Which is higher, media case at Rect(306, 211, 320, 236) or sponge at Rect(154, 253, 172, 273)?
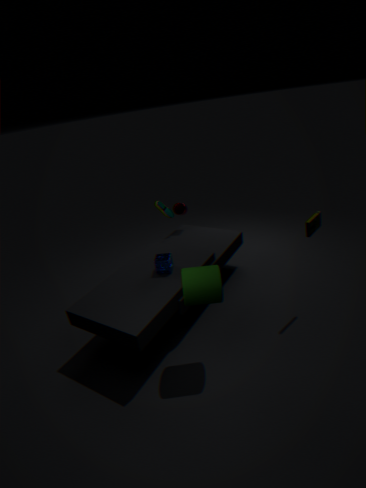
media case at Rect(306, 211, 320, 236)
